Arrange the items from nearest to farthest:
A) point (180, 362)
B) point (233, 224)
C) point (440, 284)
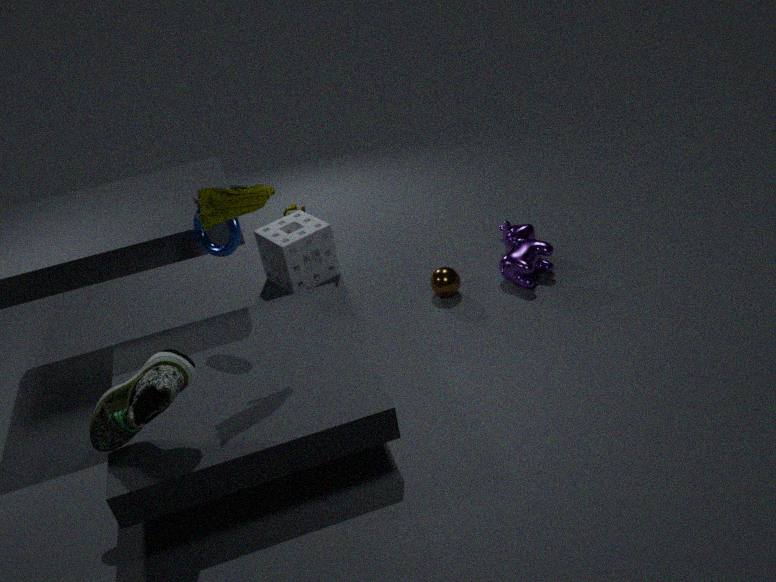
point (180, 362)
point (233, 224)
point (440, 284)
